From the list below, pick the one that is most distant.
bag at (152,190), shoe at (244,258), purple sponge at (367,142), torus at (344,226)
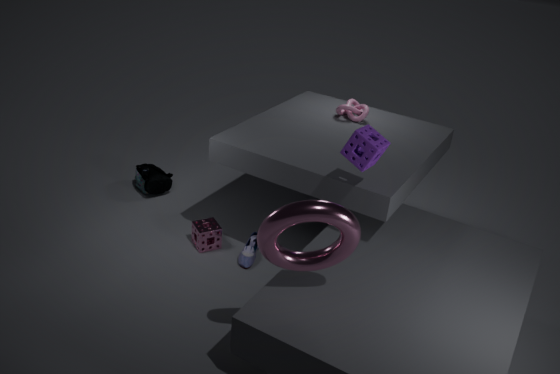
bag at (152,190)
